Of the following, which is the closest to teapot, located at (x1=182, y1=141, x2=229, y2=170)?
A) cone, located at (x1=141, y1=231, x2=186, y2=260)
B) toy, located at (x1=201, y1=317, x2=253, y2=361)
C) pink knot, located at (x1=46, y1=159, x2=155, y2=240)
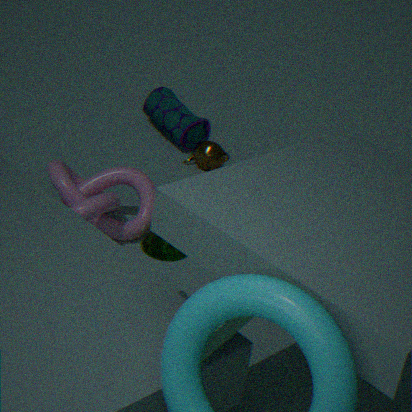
pink knot, located at (x1=46, y1=159, x2=155, y2=240)
